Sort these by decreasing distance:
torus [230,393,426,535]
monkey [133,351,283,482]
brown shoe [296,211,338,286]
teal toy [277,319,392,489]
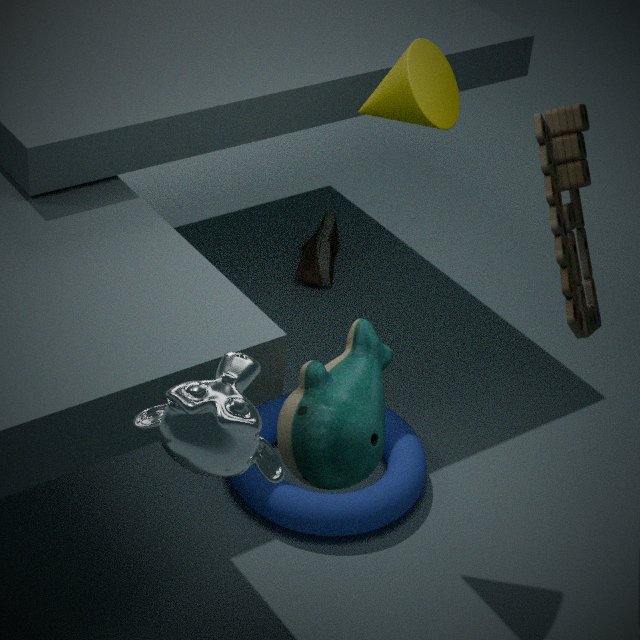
brown shoe [296,211,338,286] < torus [230,393,426,535] < teal toy [277,319,392,489] < monkey [133,351,283,482]
